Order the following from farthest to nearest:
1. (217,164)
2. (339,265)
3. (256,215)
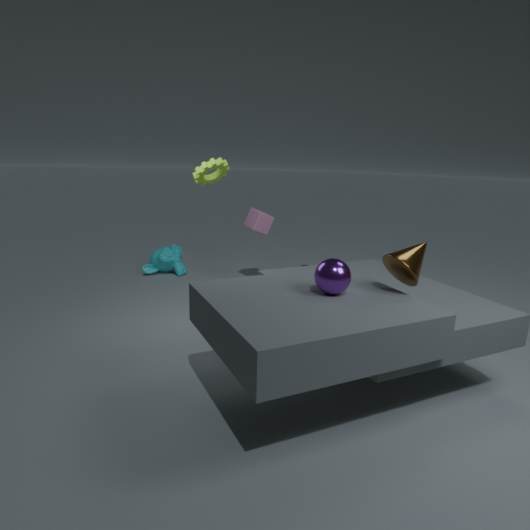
(256,215) → (217,164) → (339,265)
